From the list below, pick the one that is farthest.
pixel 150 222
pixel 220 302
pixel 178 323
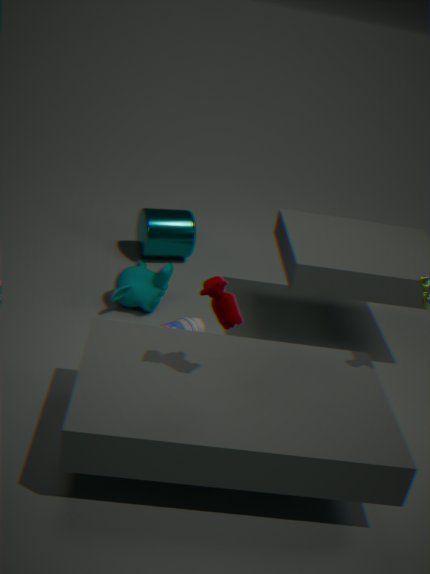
pixel 150 222
